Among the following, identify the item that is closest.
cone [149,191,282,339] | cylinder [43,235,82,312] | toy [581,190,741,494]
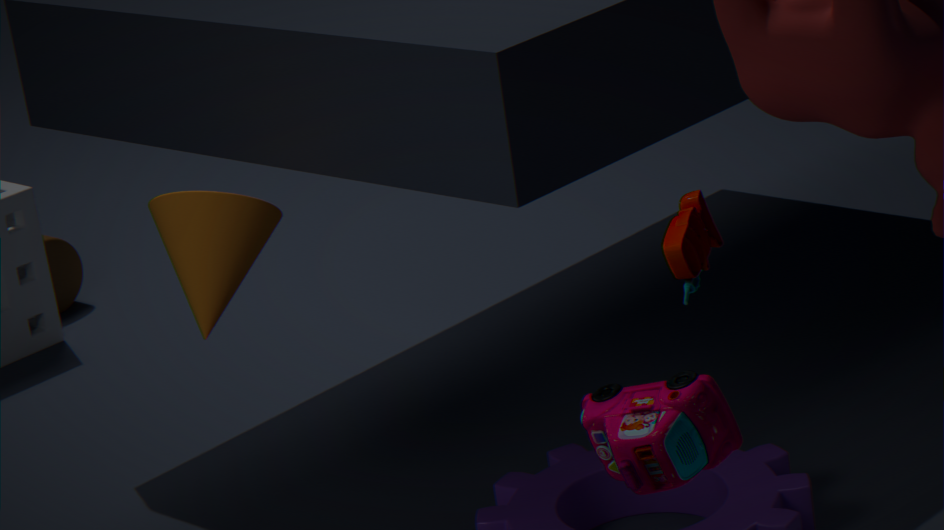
toy [581,190,741,494]
